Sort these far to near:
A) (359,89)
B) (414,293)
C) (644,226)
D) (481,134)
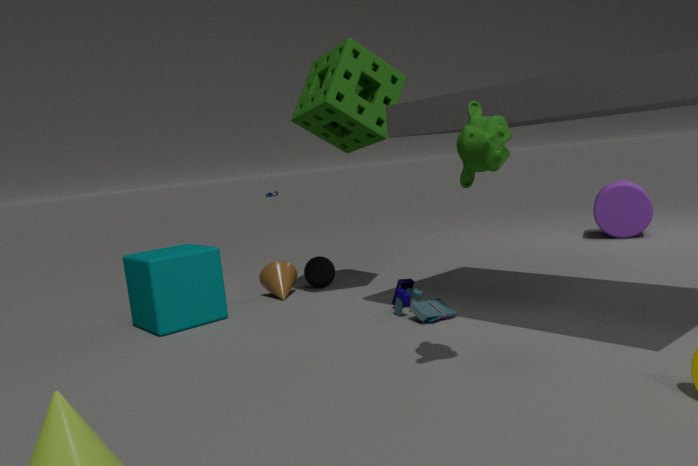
(644,226), (359,89), (414,293), (481,134)
